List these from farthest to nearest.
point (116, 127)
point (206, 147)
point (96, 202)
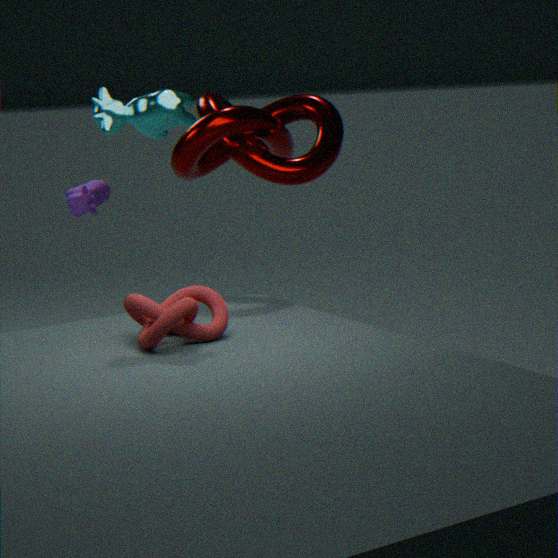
point (96, 202) → point (206, 147) → point (116, 127)
